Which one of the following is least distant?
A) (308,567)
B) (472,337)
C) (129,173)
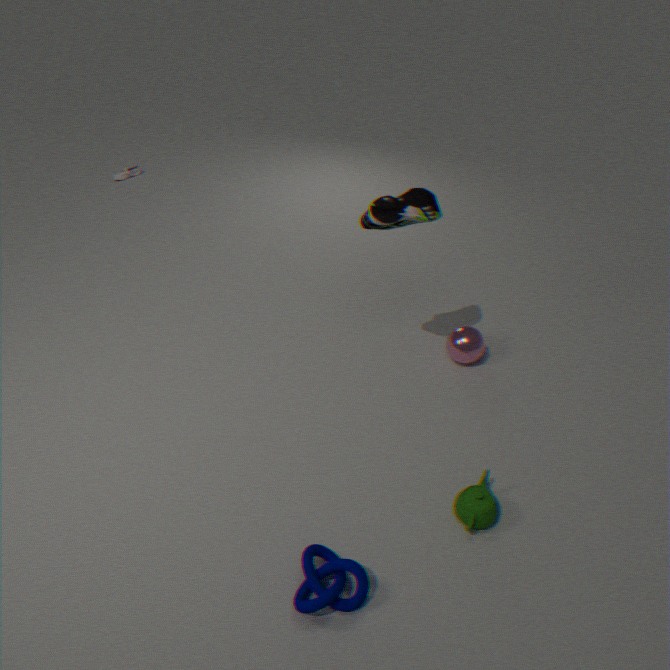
(308,567)
